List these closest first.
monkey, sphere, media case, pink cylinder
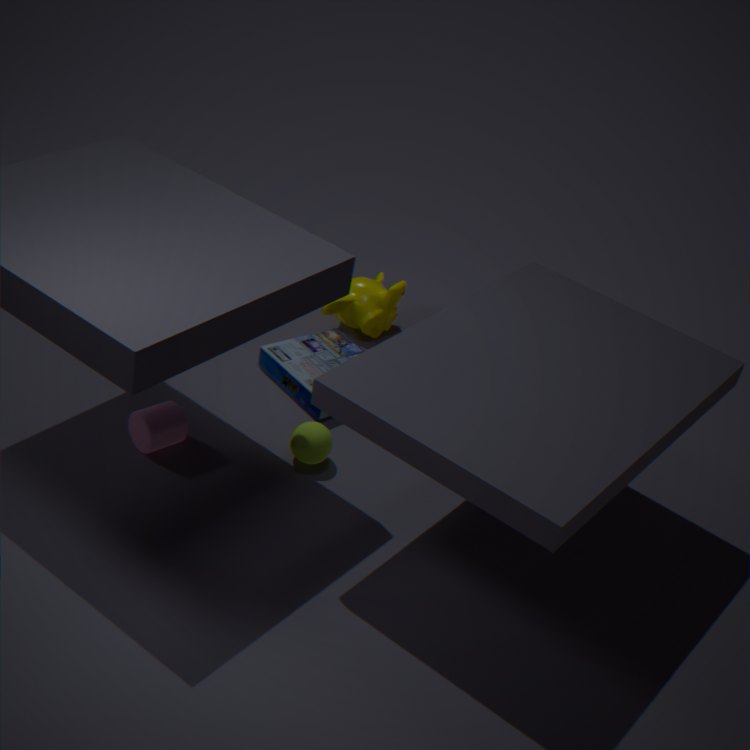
pink cylinder → sphere → media case → monkey
